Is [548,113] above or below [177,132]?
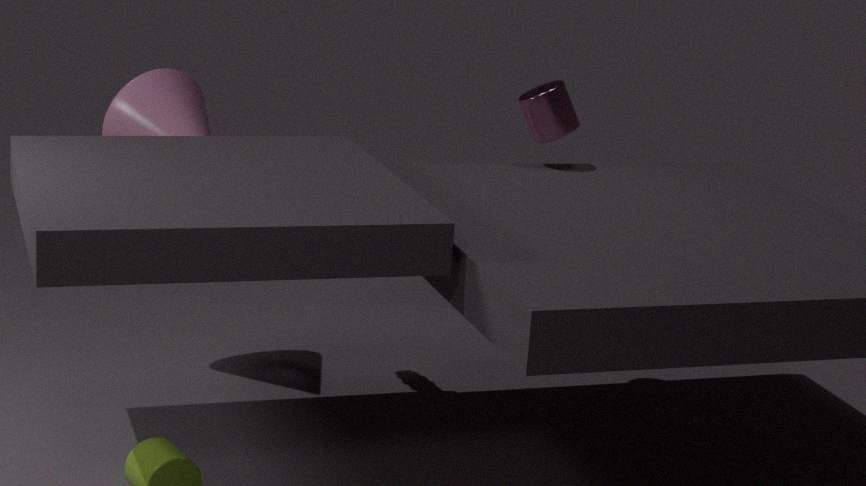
above
